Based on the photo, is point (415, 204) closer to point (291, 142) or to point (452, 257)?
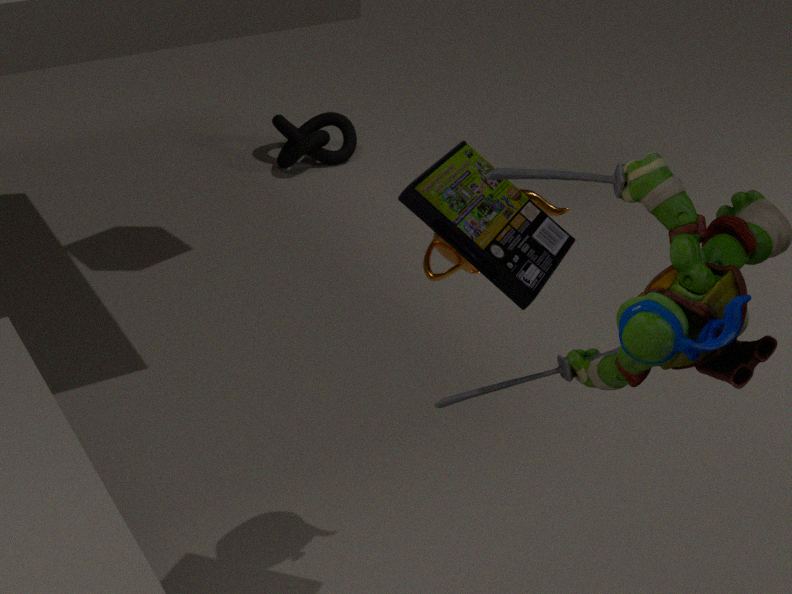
point (452, 257)
